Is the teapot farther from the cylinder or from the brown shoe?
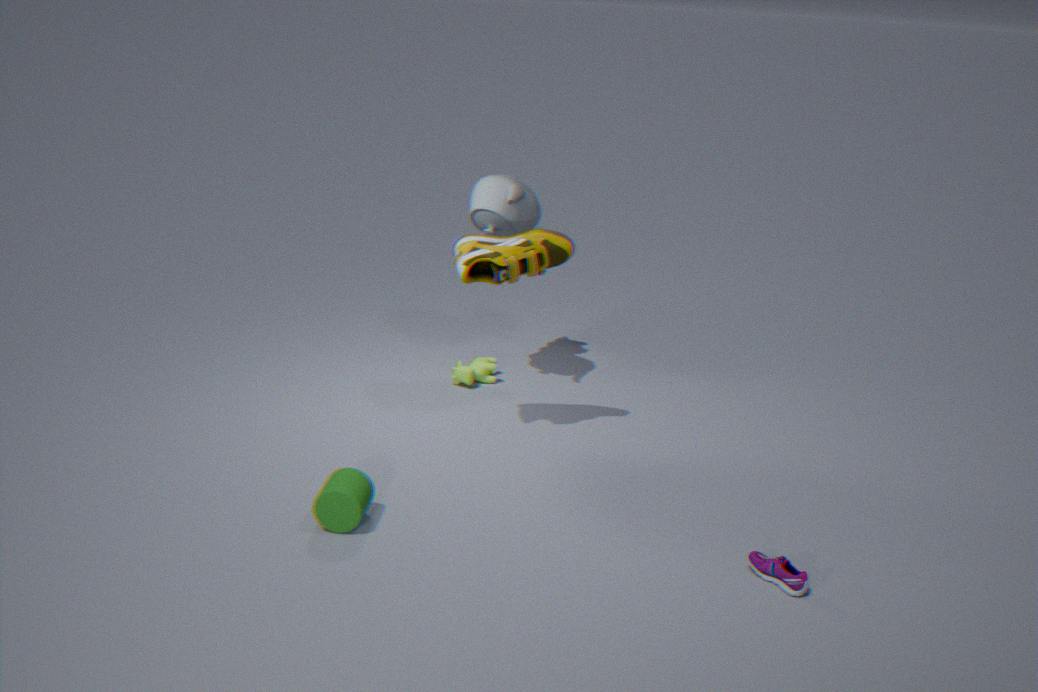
the cylinder
